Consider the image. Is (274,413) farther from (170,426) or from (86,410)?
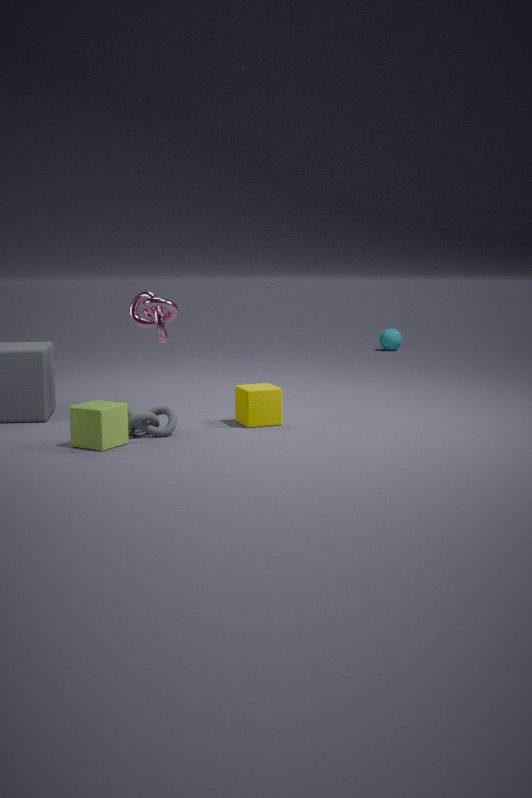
(86,410)
